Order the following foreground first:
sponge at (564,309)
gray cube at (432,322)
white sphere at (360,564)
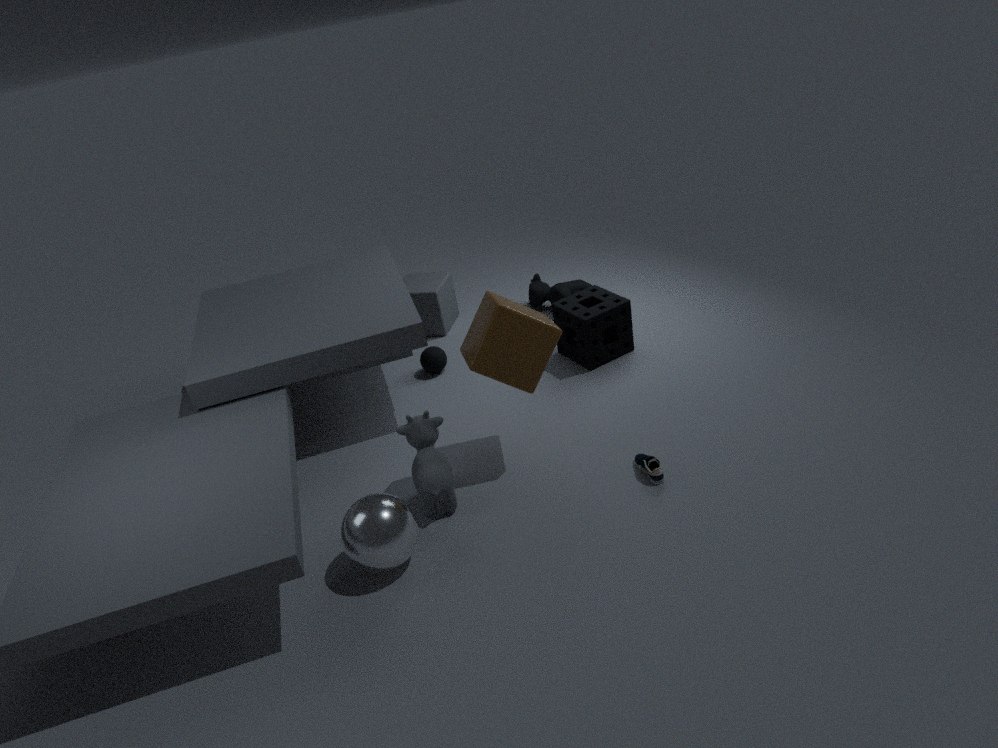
white sphere at (360,564) < sponge at (564,309) < gray cube at (432,322)
